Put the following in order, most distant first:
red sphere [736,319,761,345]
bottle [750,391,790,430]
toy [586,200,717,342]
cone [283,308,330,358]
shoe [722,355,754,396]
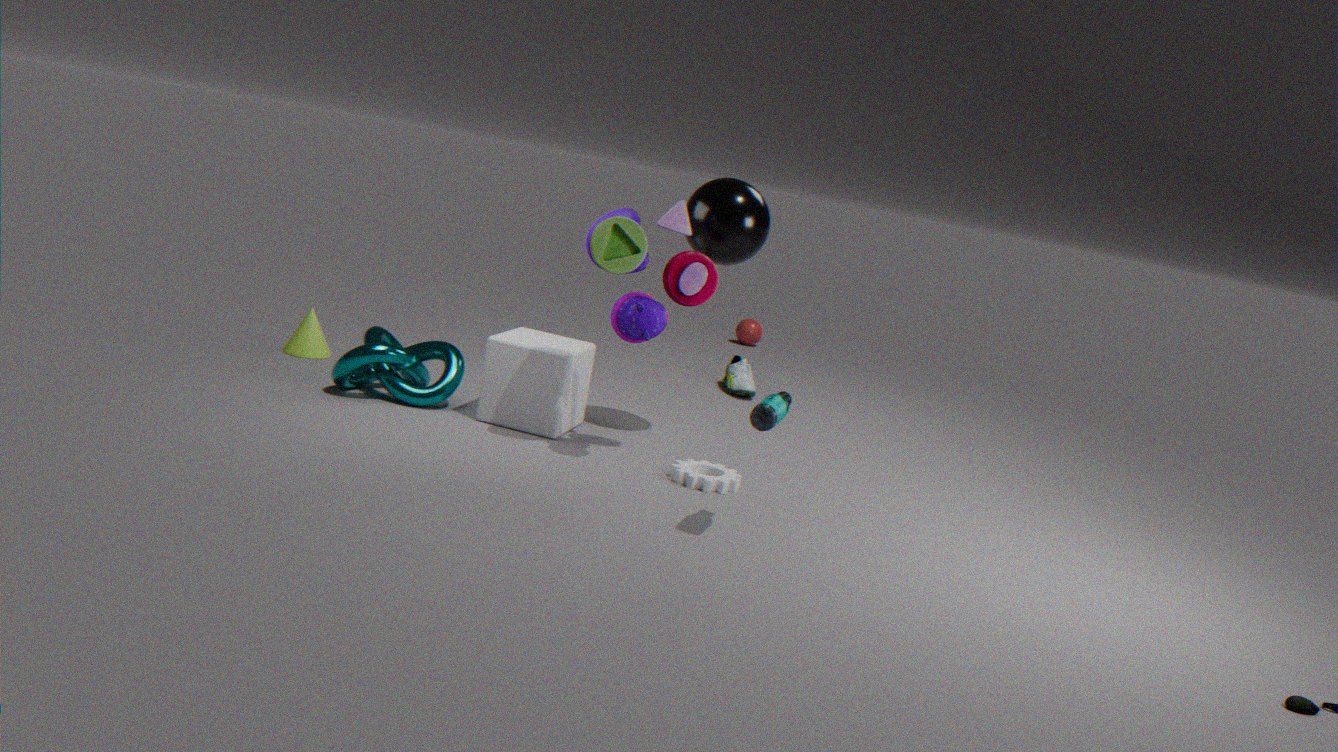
red sphere [736,319,761,345] → shoe [722,355,754,396] → cone [283,308,330,358] → toy [586,200,717,342] → bottle [750,391,790,430]
